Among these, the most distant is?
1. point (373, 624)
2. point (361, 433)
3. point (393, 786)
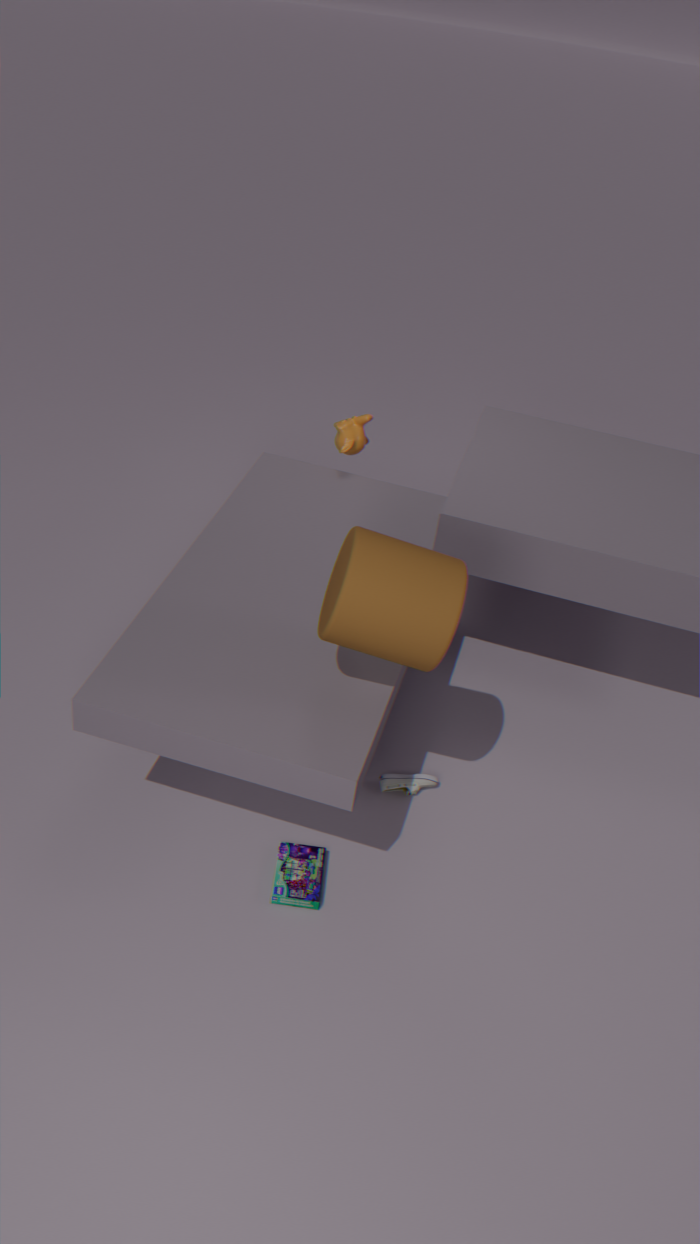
point (361, 433)
